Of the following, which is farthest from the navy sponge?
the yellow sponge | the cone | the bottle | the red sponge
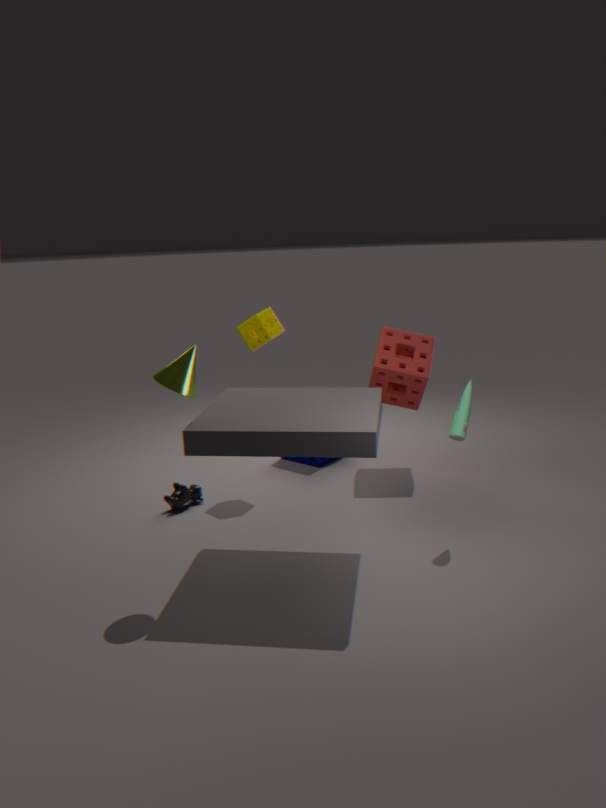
the cone
